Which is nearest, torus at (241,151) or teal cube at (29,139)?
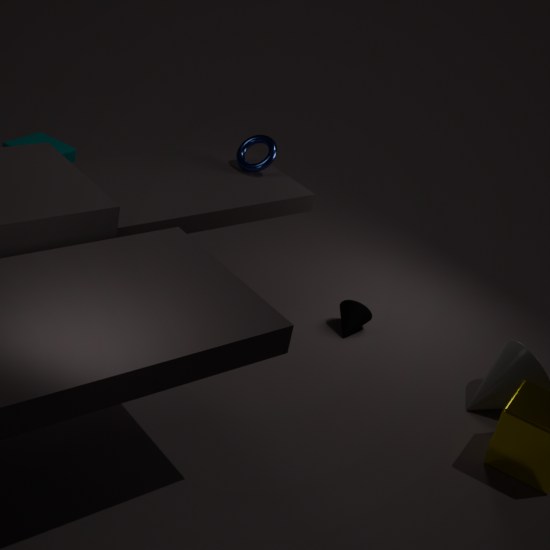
torus at (241,151)
